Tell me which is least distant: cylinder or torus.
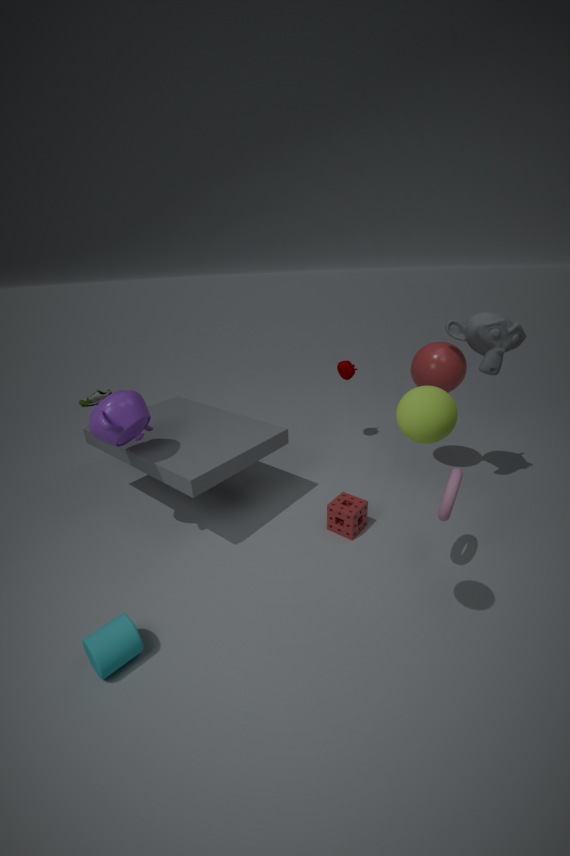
cylinder
